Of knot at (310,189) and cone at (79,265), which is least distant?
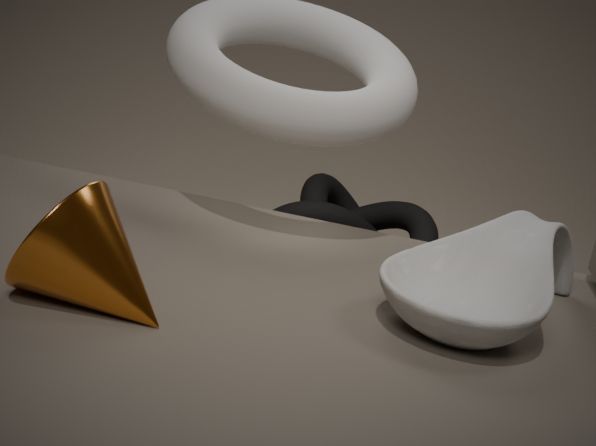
cone at (79,265)
